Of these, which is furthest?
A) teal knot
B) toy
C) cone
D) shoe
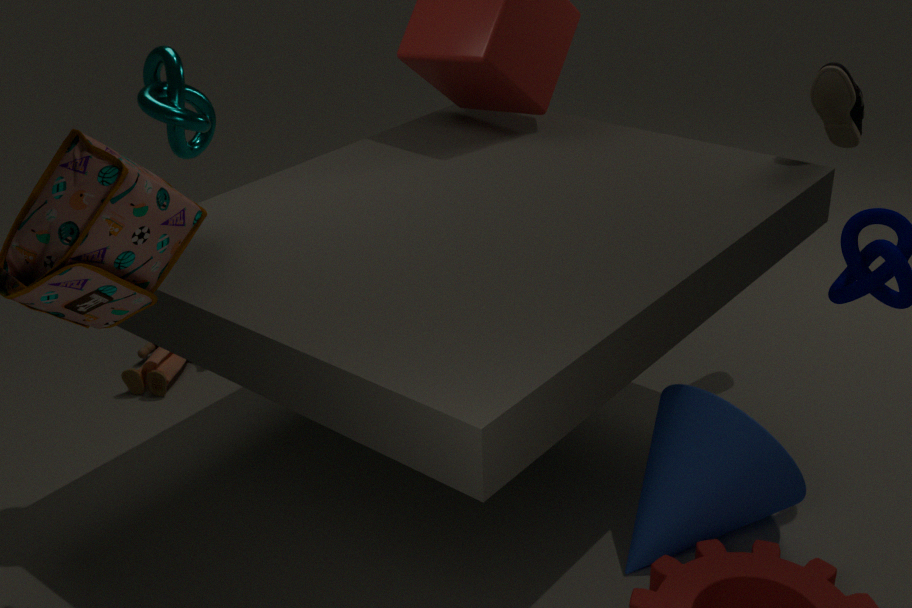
toy
